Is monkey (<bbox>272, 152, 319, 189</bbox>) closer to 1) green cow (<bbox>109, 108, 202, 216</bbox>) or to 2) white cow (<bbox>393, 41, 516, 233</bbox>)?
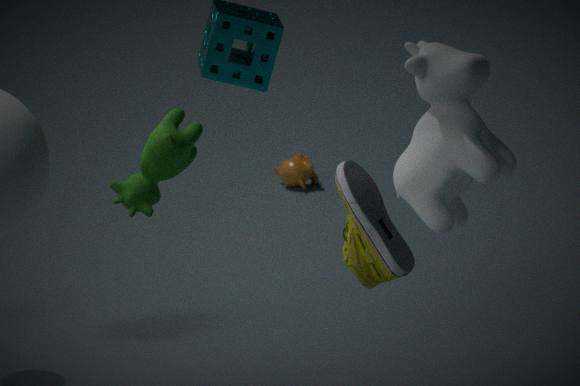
2) white cow (<bbox>393, 41, 516, 233</bbox>)
